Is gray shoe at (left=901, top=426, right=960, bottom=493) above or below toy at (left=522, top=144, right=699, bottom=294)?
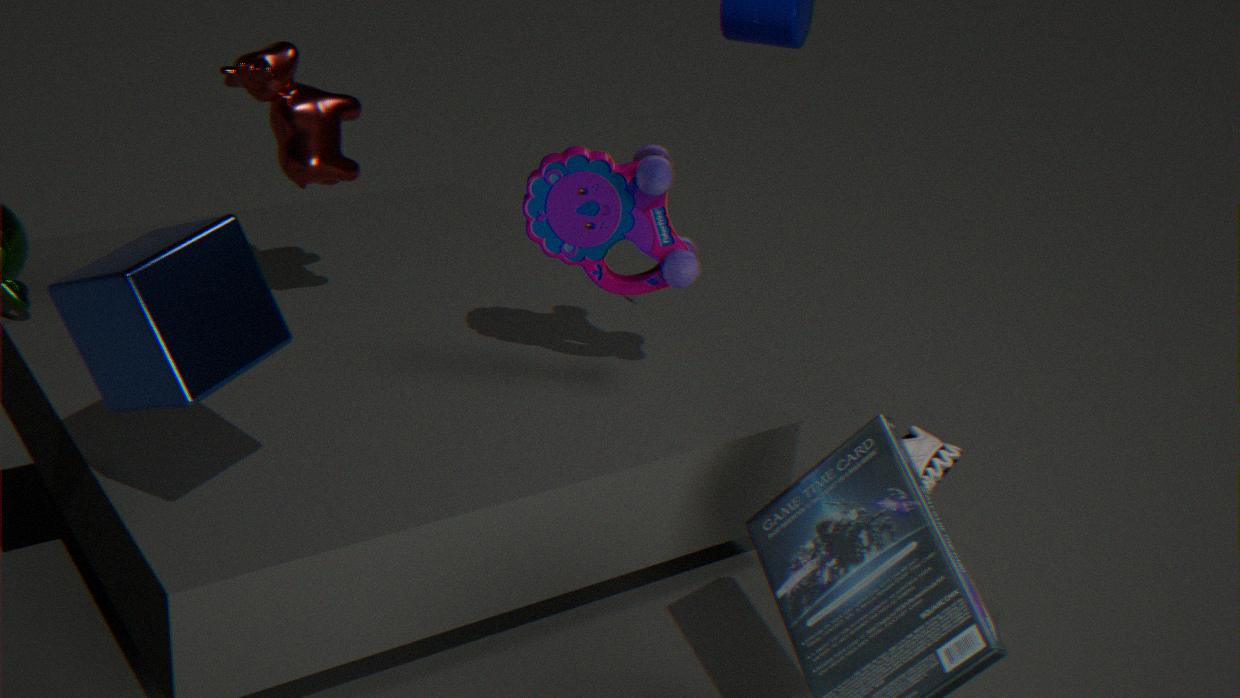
below
